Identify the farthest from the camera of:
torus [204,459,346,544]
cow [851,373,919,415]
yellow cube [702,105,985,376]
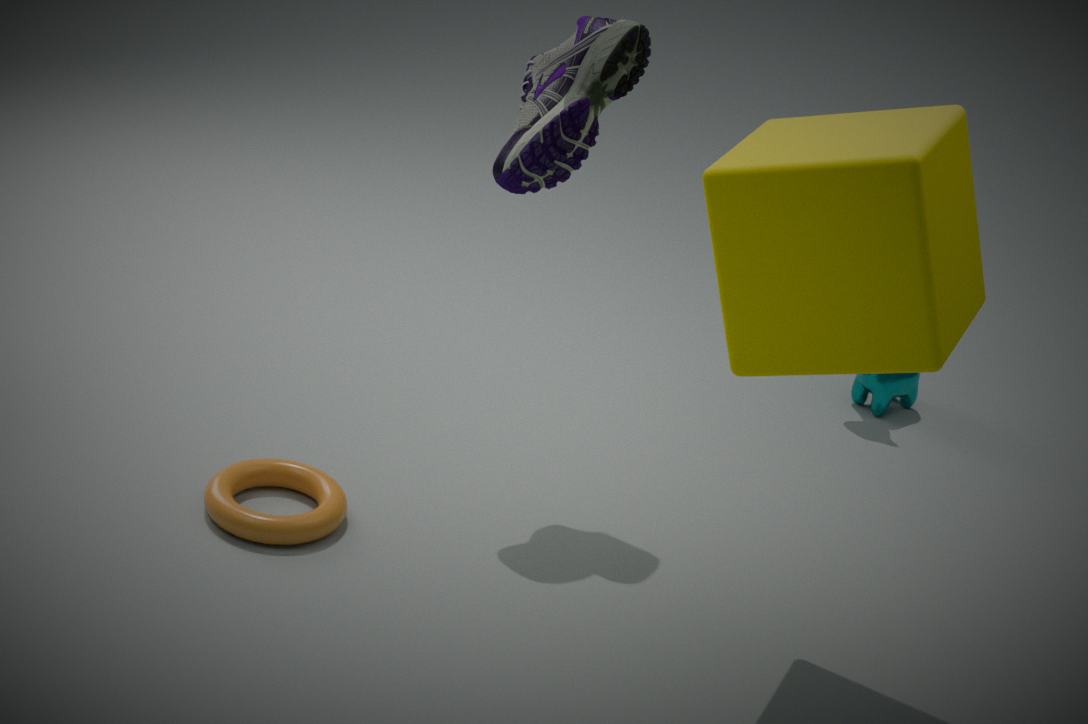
cow [851,373,919,415]
